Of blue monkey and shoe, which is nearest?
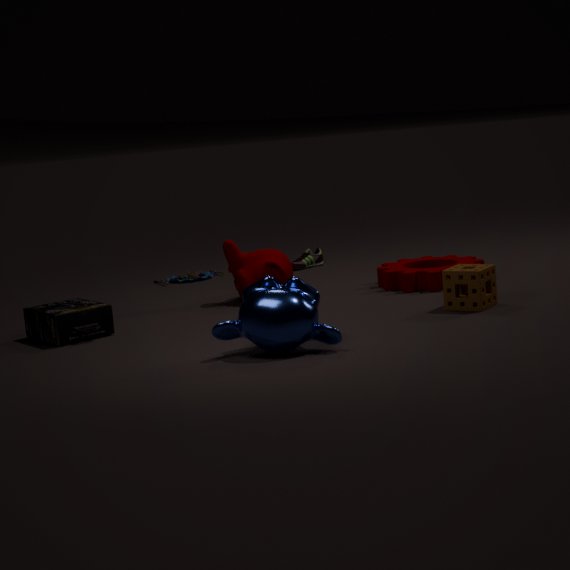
blue monkey
